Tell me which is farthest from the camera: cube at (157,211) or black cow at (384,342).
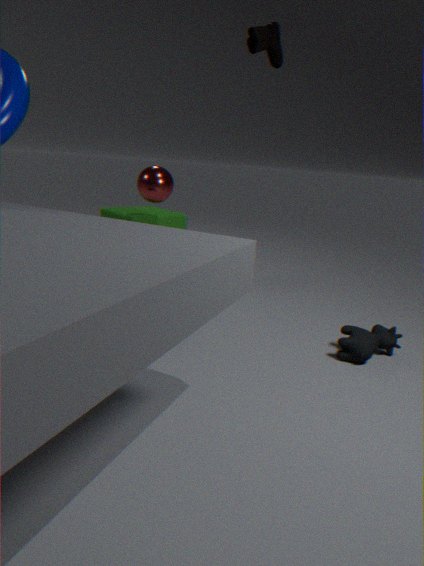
cube at (157,211)
